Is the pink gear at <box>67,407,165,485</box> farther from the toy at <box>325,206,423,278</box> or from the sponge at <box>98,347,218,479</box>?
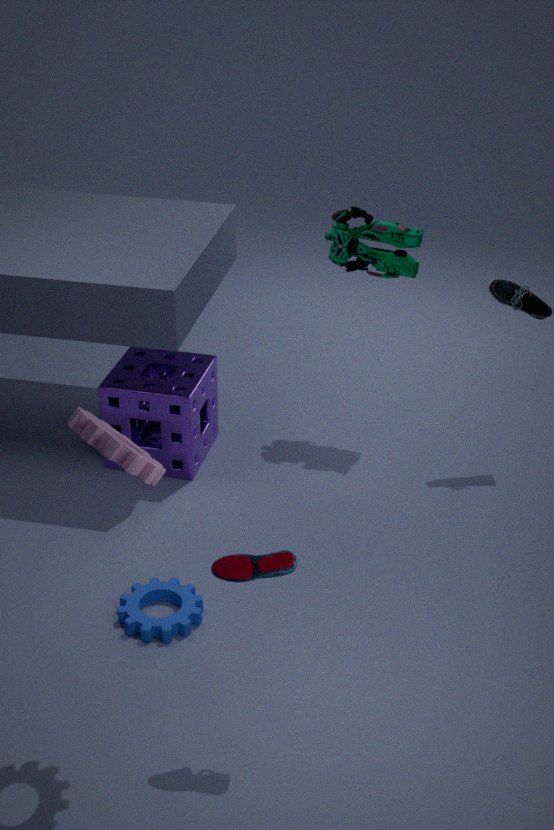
the toy at <box>325,206,423,278</box>
